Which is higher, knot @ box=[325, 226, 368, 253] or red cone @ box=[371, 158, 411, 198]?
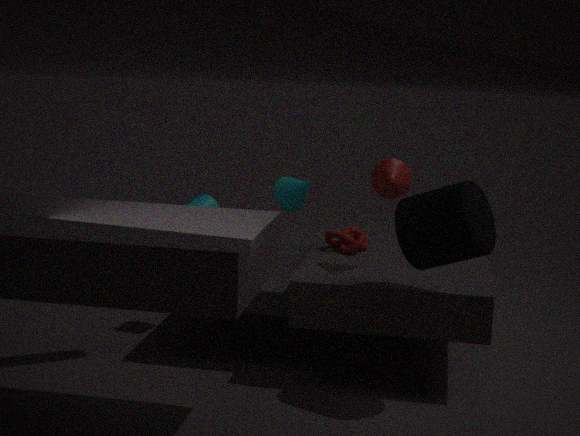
red cone @ box=[371, 158, 411, 198]
